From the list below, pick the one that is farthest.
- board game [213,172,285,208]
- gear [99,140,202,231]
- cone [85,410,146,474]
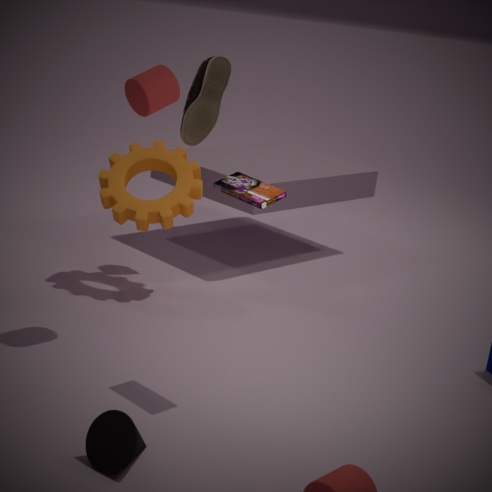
gear [99,140,202,231]
